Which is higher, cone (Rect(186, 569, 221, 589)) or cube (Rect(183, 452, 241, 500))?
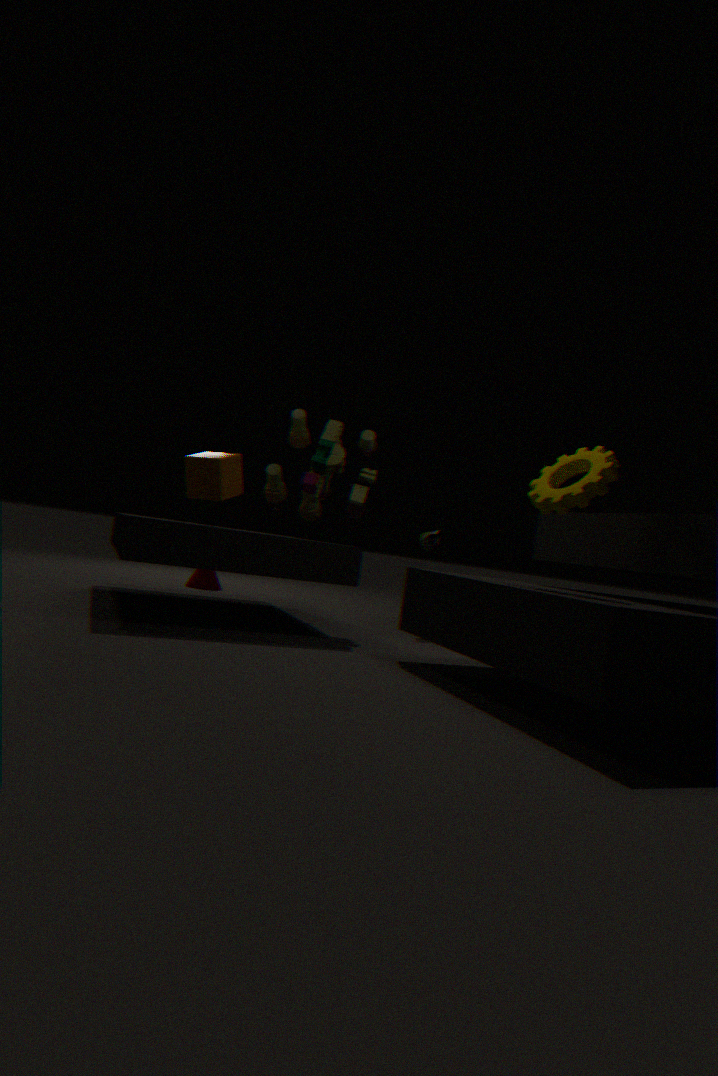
cube (Rect(183, 452, 241, 500))
